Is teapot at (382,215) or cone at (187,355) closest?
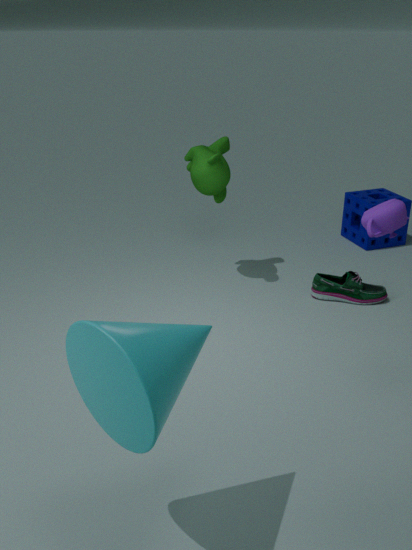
cone at (187,355)
